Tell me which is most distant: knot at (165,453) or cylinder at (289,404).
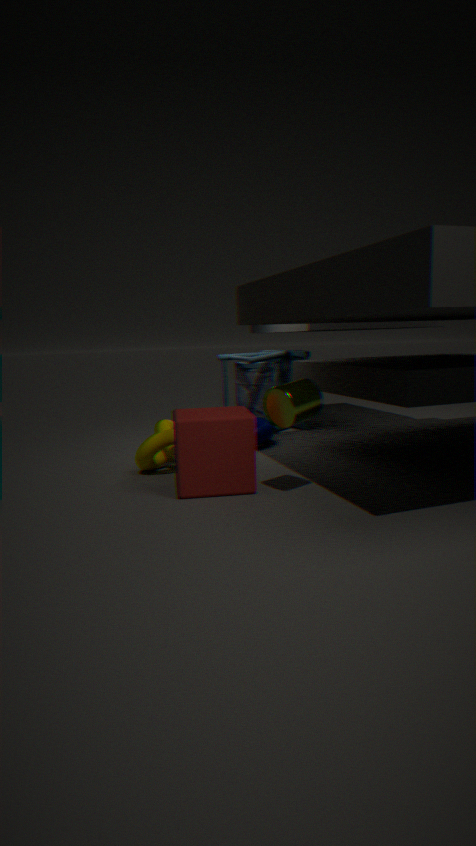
knot at (165,453)
